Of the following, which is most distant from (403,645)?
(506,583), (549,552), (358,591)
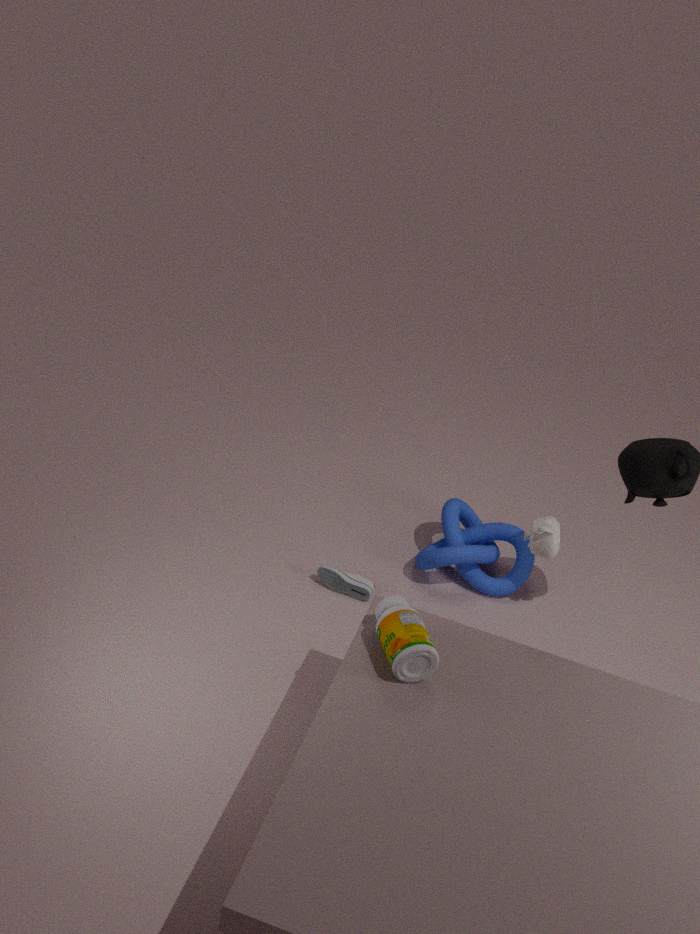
(506,583)
